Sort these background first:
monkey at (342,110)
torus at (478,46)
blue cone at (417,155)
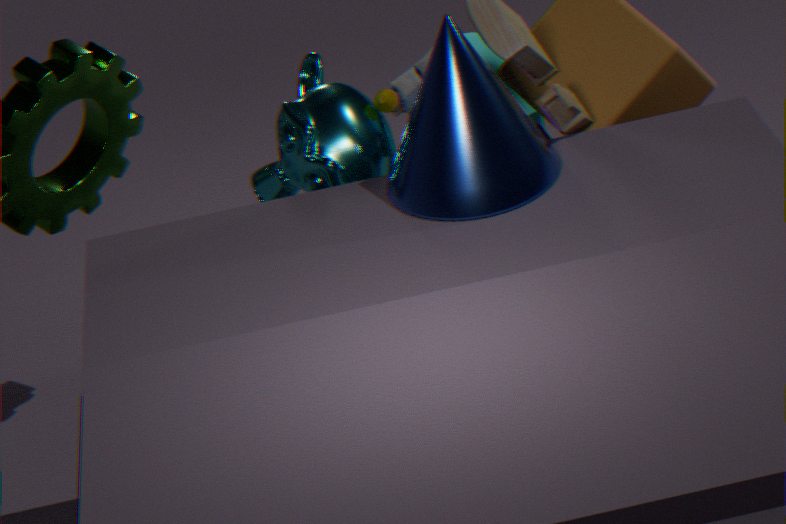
torus at (478,46)
monkey at (342,110)
blue cone at (417,155)
